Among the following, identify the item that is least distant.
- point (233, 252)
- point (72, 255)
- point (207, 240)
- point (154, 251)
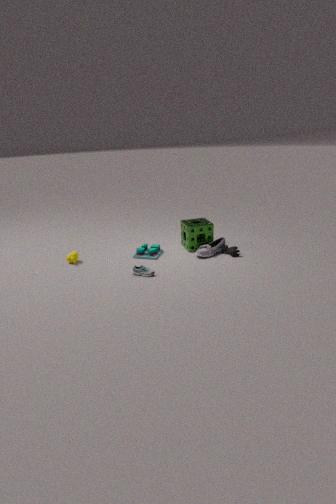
point (72, 255)
